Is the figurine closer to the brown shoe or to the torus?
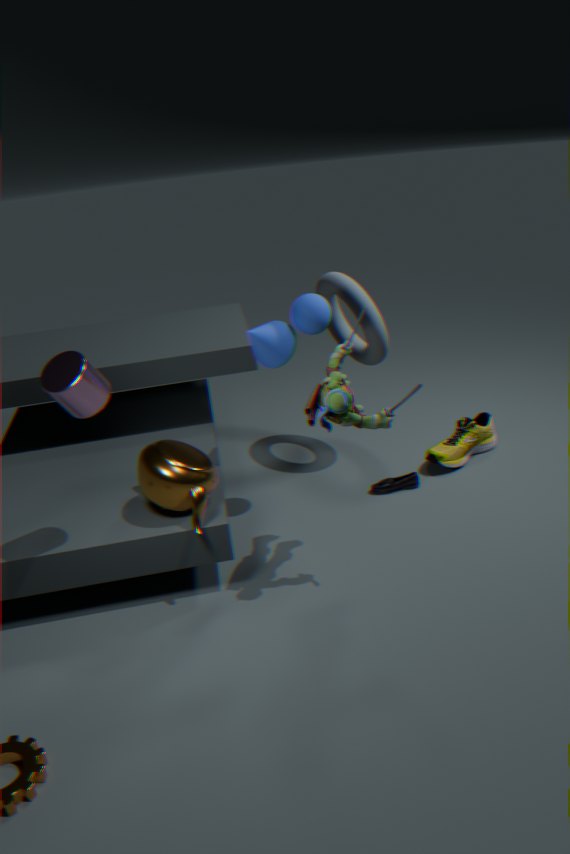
the torus
